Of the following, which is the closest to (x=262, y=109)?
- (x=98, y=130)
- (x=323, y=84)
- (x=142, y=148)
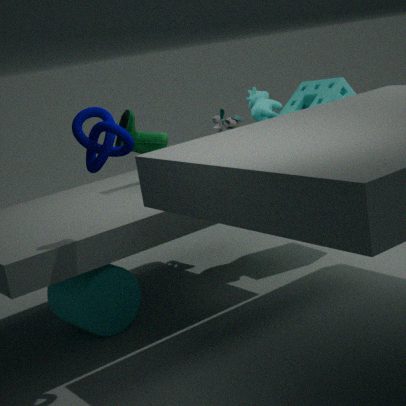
(x=323, y=84)
